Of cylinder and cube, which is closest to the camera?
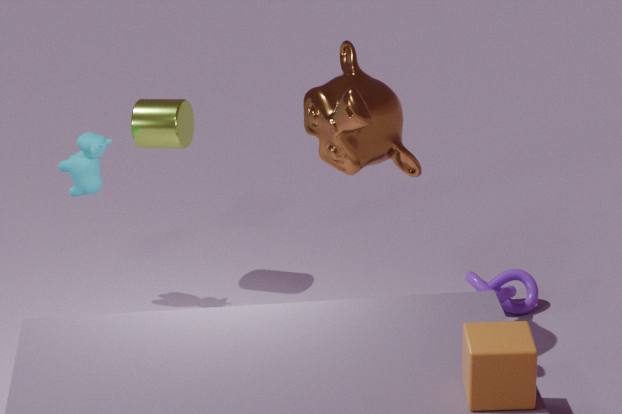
cube
